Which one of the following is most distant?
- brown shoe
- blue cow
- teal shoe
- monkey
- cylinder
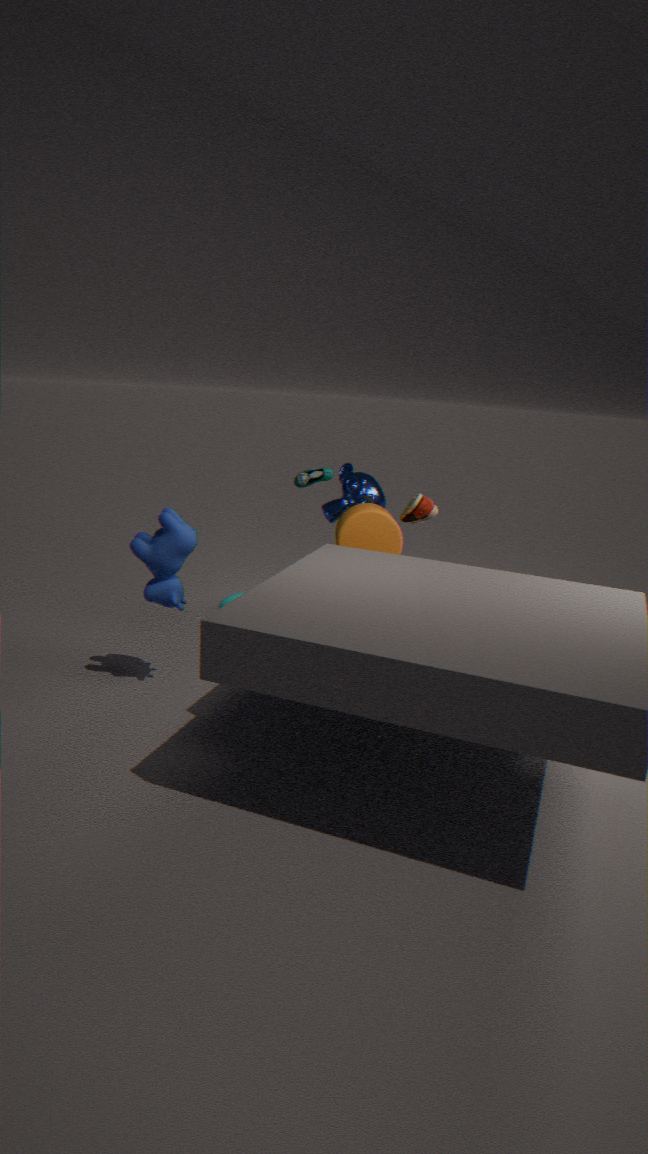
monkey
